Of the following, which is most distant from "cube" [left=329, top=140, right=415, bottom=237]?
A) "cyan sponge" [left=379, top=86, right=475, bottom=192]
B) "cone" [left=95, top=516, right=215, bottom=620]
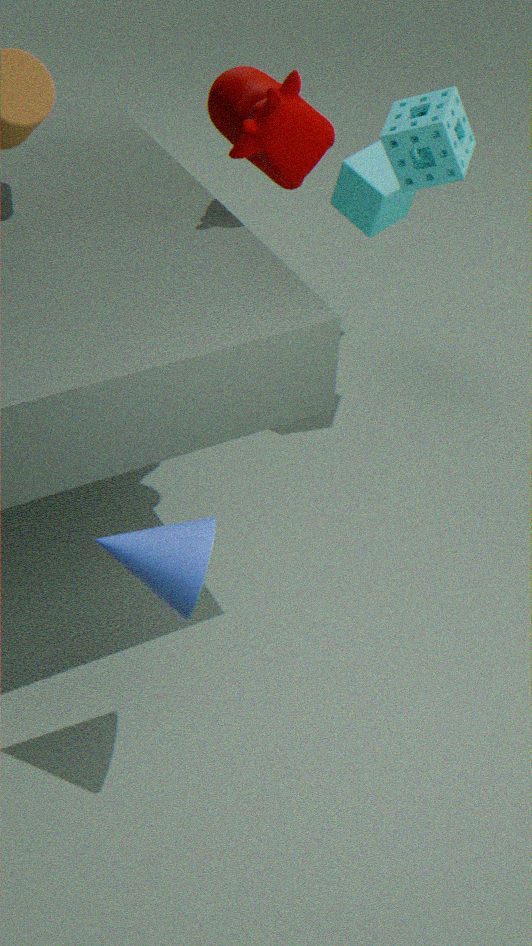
"cone" [left=95, top=516, right=215, bottom=620]
